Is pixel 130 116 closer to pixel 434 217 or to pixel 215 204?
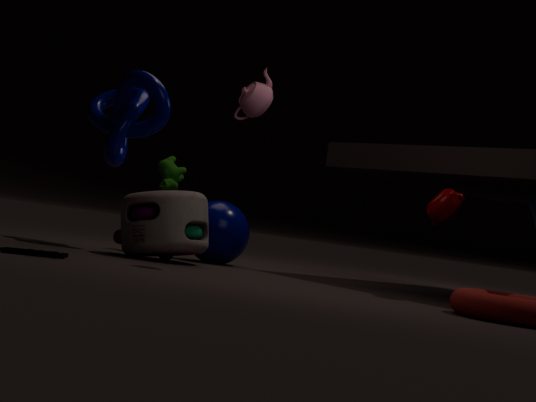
pixel 215 204
